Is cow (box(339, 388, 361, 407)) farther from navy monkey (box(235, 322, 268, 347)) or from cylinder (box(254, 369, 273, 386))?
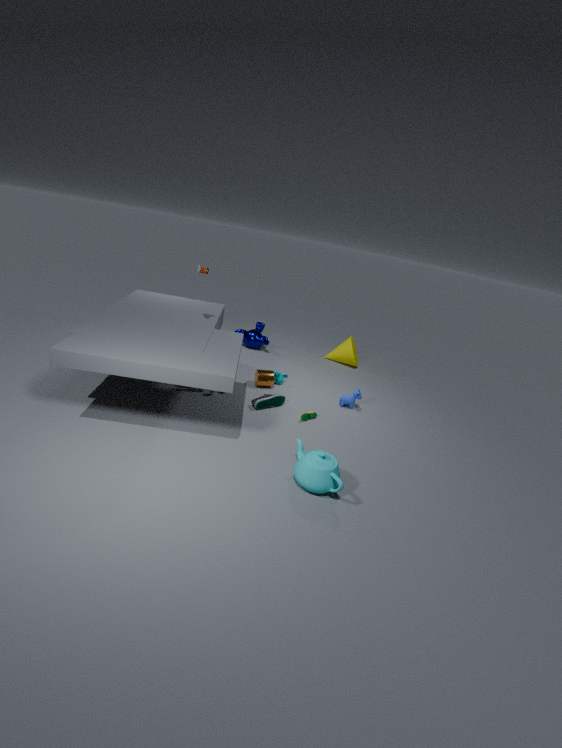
navy monkey (box(235, 322, 268, 347))
